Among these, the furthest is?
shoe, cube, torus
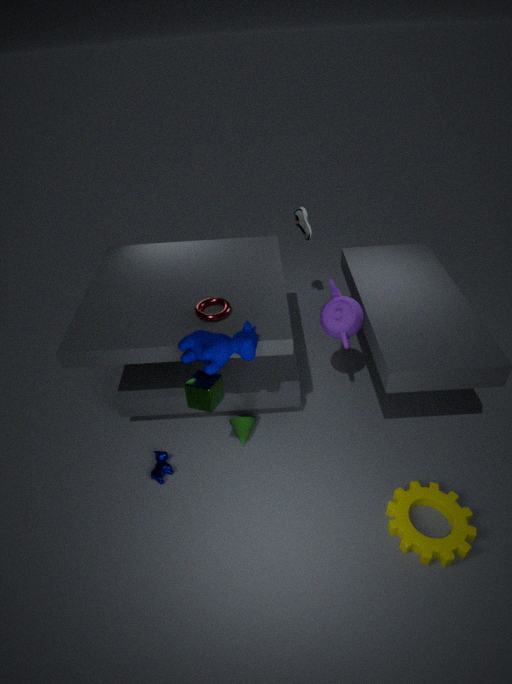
shoe
